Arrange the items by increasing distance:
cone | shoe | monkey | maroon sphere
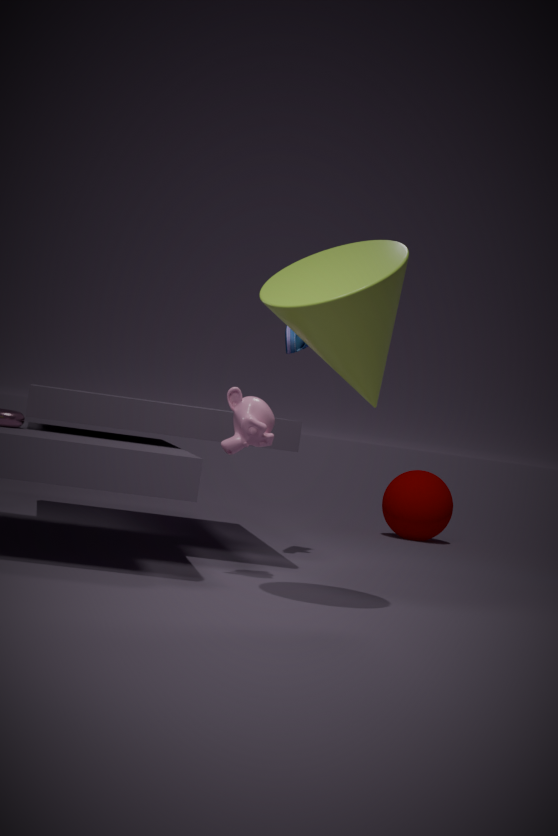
cone, monkey, shoe, maroon sphere
